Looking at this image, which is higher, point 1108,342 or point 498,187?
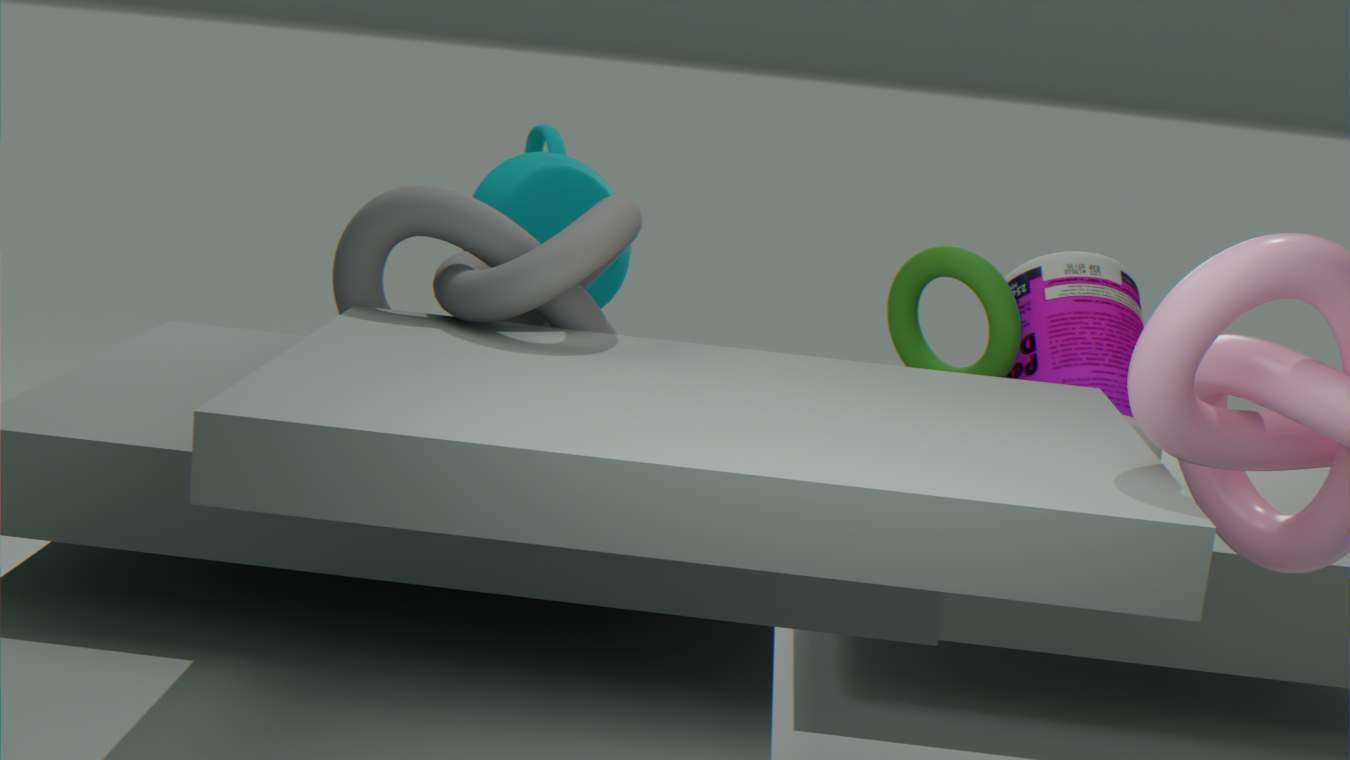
point 498,187
